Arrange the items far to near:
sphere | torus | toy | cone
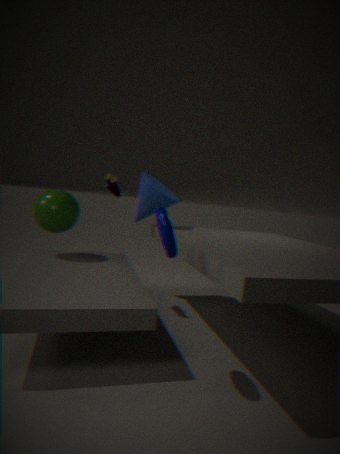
cone → toy → sphere → torus
